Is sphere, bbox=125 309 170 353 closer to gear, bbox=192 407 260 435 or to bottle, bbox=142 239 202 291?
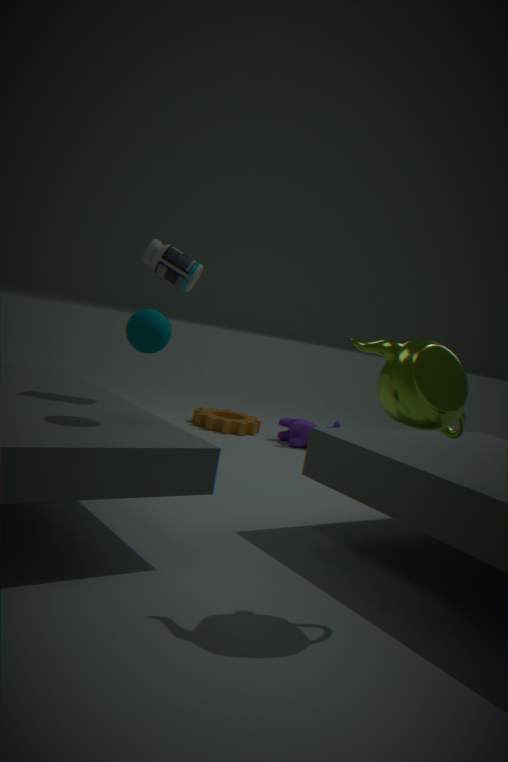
bottle, bbox=142 239 202 291
